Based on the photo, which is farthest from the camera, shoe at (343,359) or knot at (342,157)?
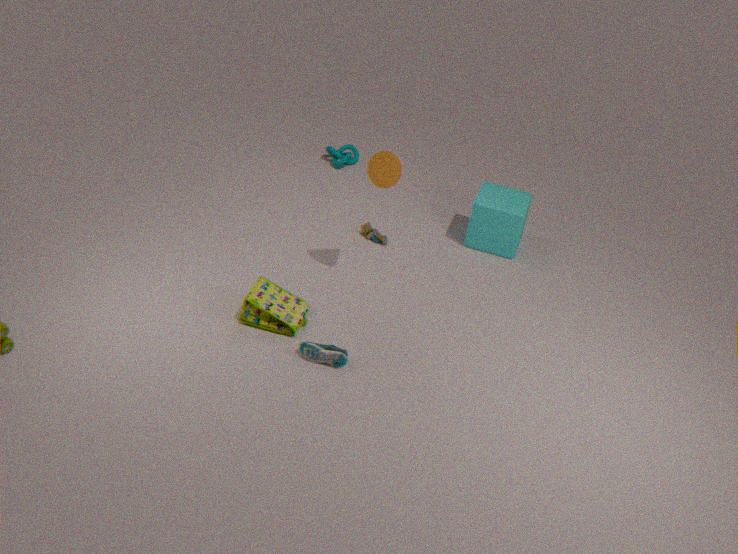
knot at (342,157)
